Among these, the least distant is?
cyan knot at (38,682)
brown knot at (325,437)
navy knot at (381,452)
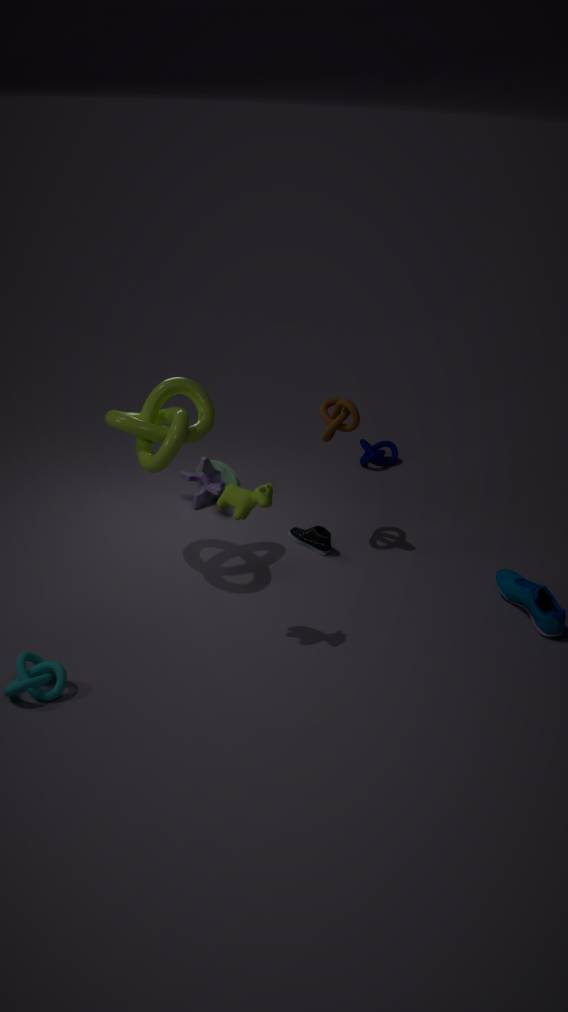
cyan knot at (38,682)
